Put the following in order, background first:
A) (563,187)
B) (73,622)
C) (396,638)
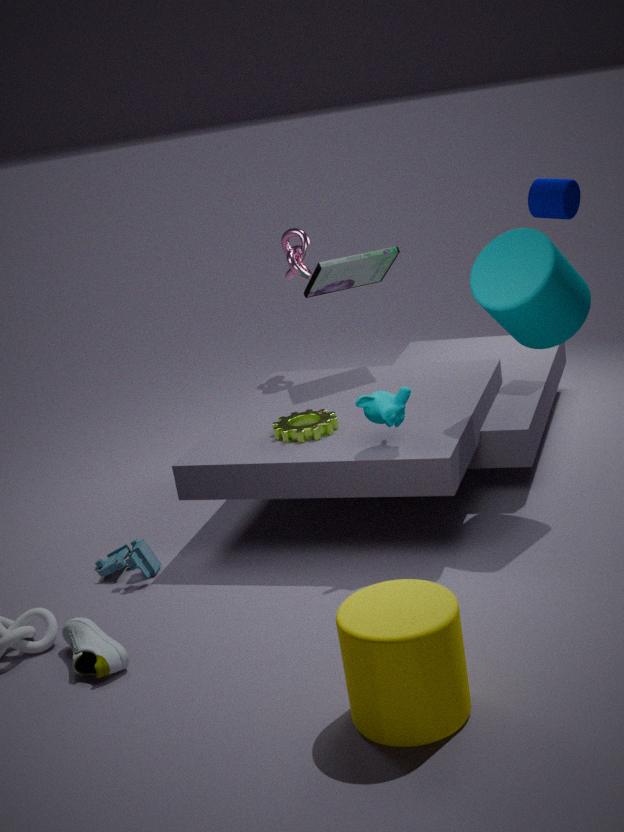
(563,187), (73,622), (396,638)
